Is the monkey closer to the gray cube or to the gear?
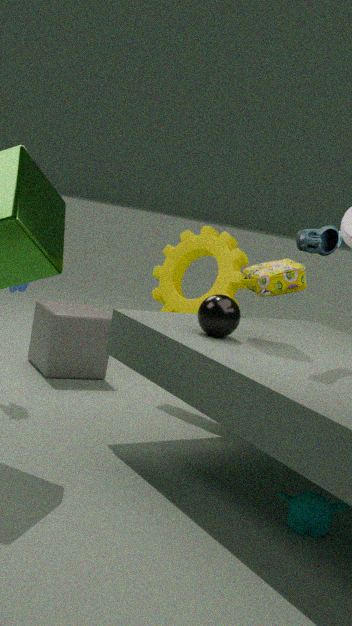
the gear
